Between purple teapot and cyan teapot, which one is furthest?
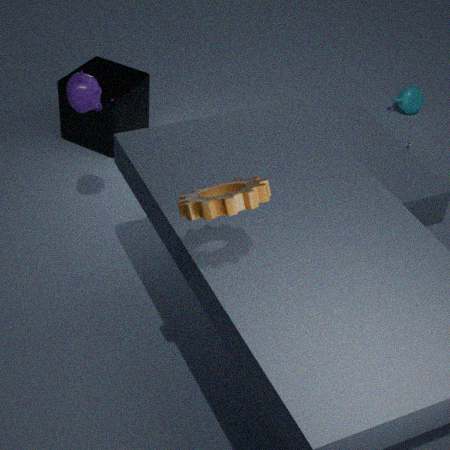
cyan teapot
